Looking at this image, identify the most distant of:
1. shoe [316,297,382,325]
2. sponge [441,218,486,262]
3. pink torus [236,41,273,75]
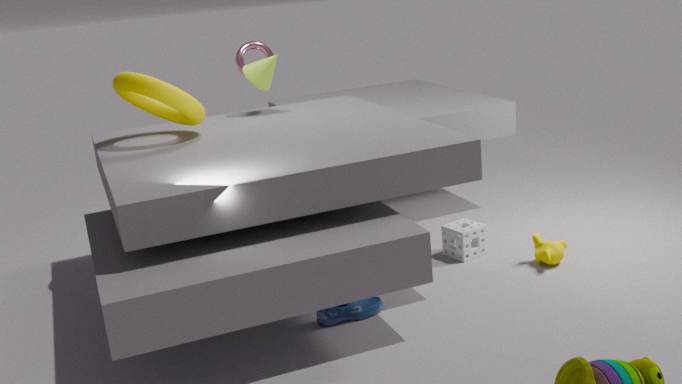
pink torus [236,41,273,75]
